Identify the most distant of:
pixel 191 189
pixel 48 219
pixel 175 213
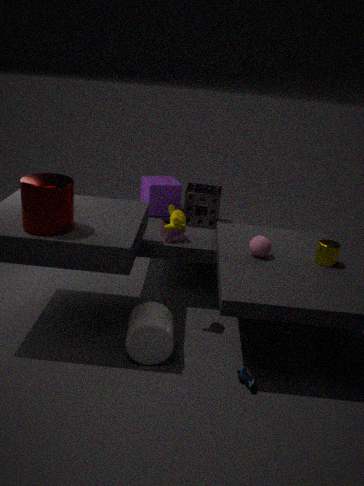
pixel 191 189
